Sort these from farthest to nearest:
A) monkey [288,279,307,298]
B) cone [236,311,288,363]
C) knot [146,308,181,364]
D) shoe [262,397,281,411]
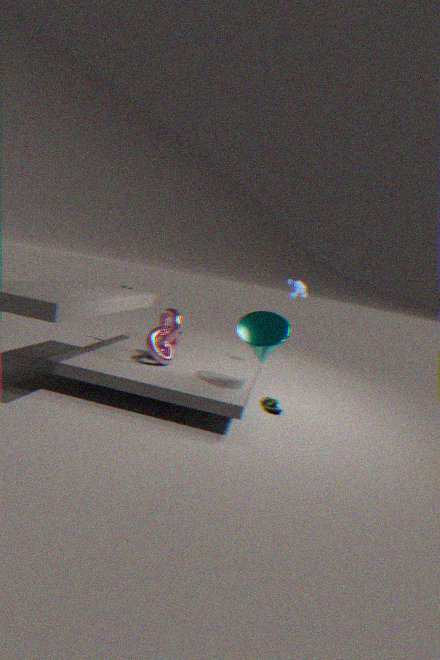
monkey [288,279,307,298]
shoe [262,397,281,411]
knot [146,308,181,364]
cone [236,311,288,363]
